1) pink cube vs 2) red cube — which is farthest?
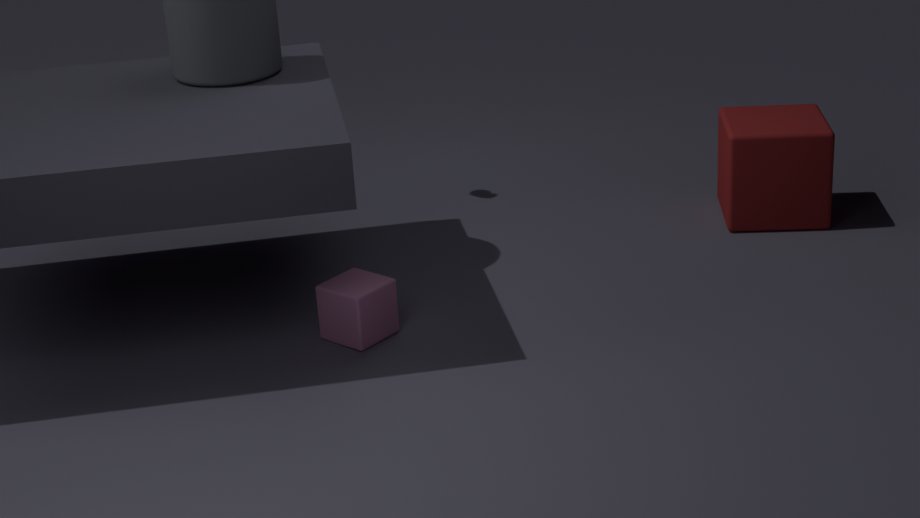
2. red cube
